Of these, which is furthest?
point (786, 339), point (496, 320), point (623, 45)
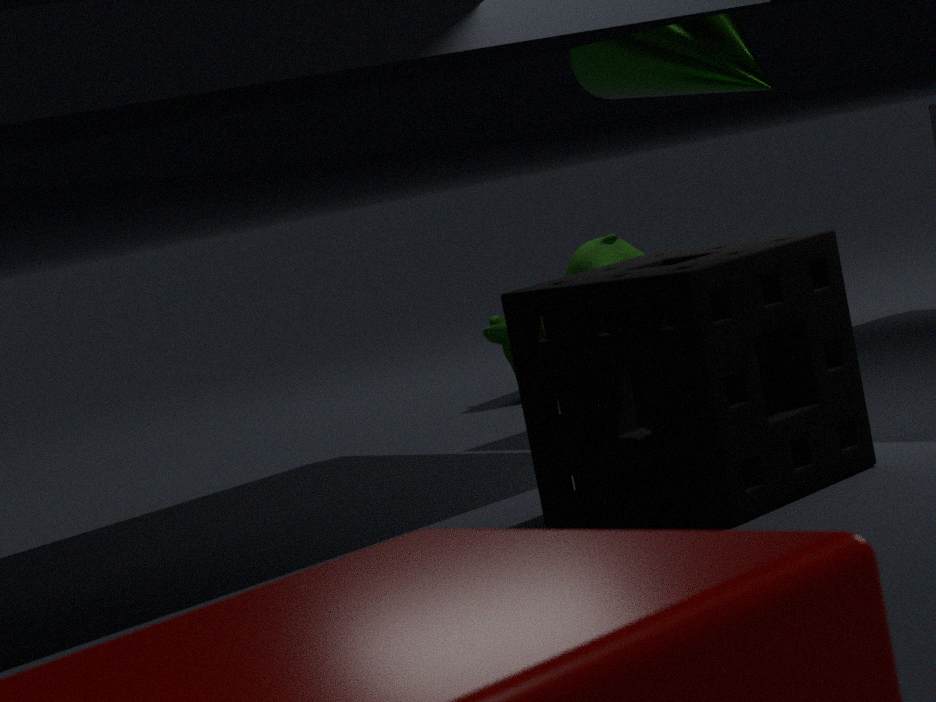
point (496, 320)
